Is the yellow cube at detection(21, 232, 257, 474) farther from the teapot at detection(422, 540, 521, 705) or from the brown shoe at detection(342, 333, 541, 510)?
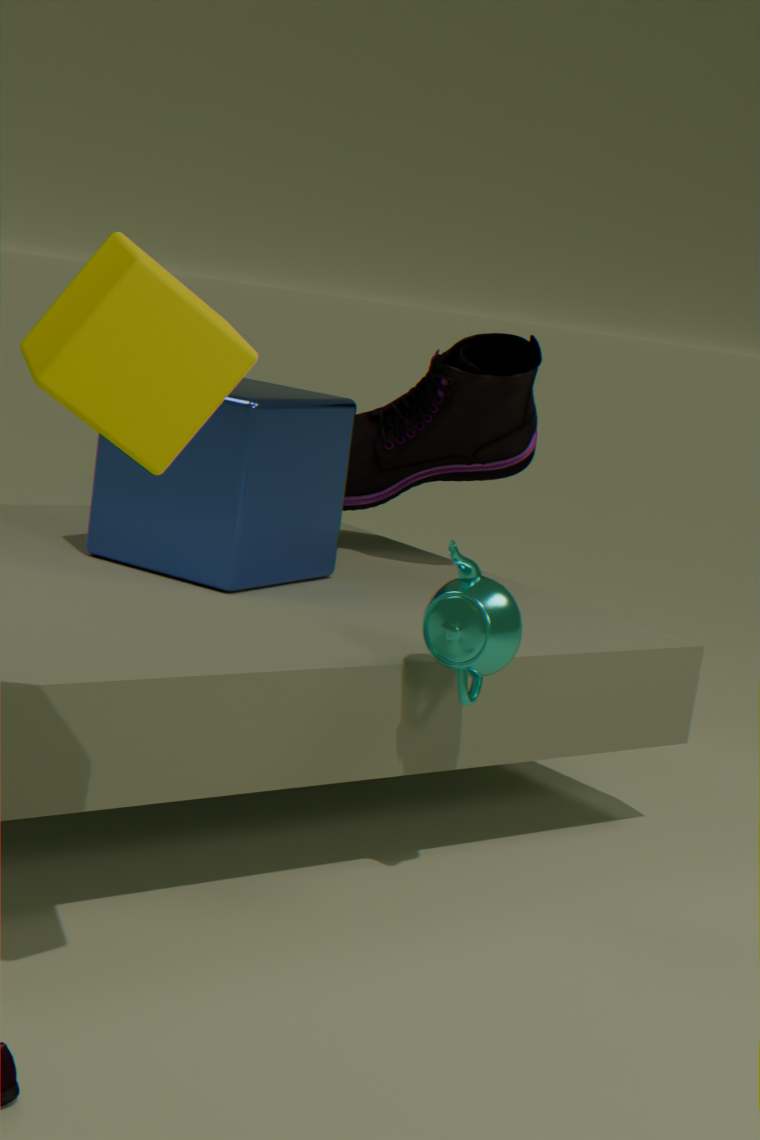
the brown shoe at detection(342, 333, 541, 510)
